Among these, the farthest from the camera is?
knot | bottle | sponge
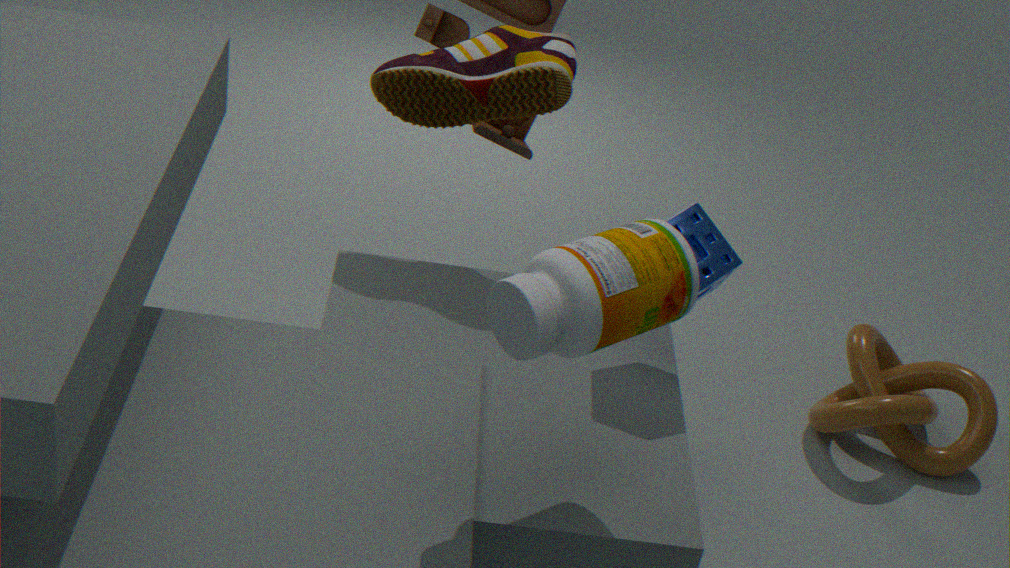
knot
